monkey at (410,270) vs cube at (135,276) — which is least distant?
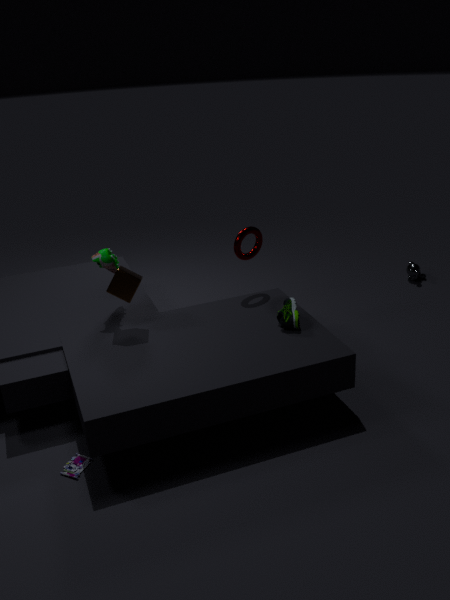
cube at (135,276)
